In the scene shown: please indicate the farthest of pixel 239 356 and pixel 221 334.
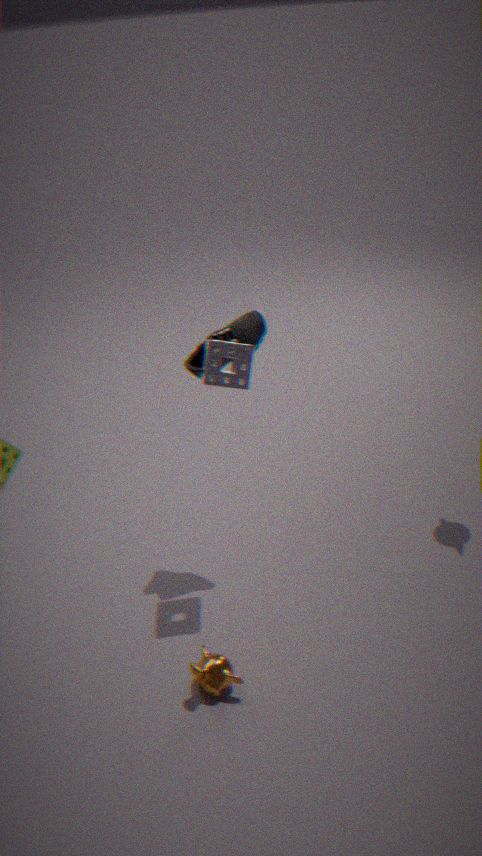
pixel 221 334
